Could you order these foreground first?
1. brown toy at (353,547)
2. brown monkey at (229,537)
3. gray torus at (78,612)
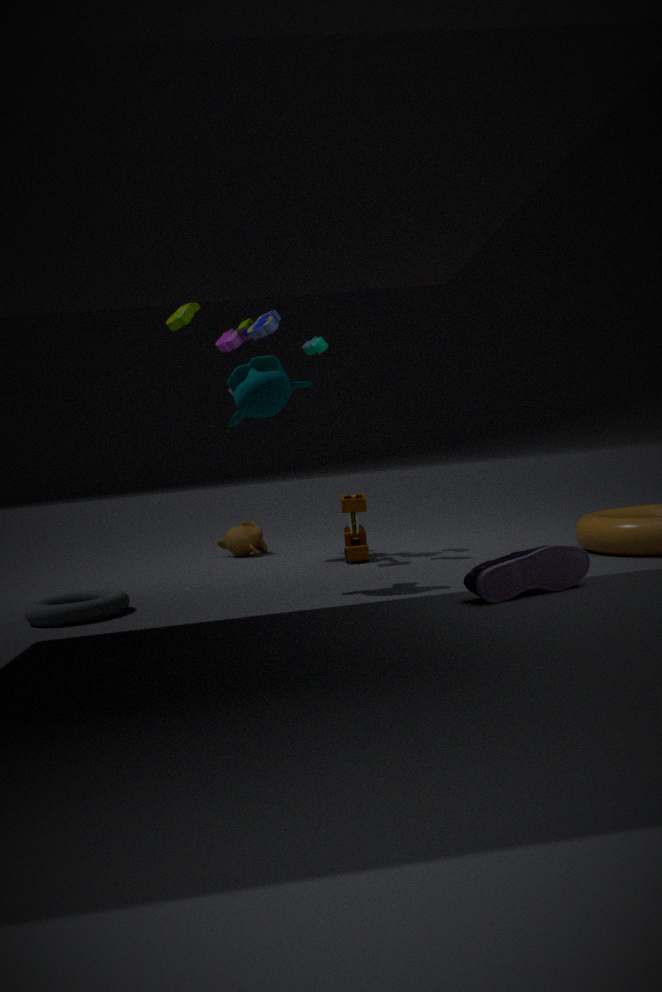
gray torus at (78,612) → brown toy at (353,547) → brown monkey at (229,537)
